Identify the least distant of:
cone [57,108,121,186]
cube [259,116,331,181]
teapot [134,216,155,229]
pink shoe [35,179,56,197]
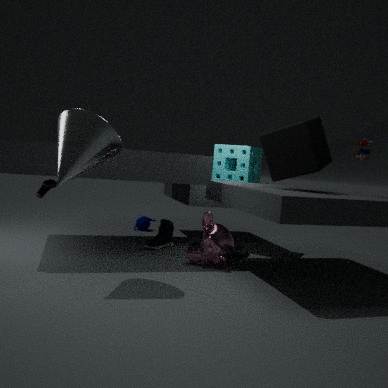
cone [57,108,121,186]
